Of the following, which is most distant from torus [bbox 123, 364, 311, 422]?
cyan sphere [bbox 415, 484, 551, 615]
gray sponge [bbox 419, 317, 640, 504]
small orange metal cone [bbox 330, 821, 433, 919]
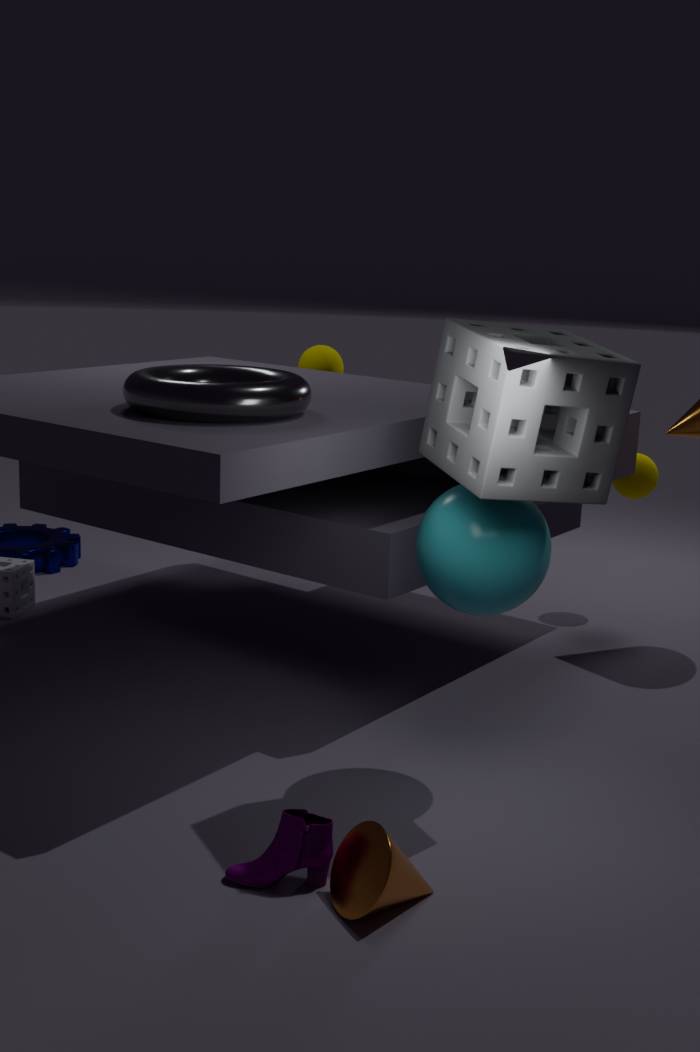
small orange metal cone [bbox 330, 821, 433, 919]
